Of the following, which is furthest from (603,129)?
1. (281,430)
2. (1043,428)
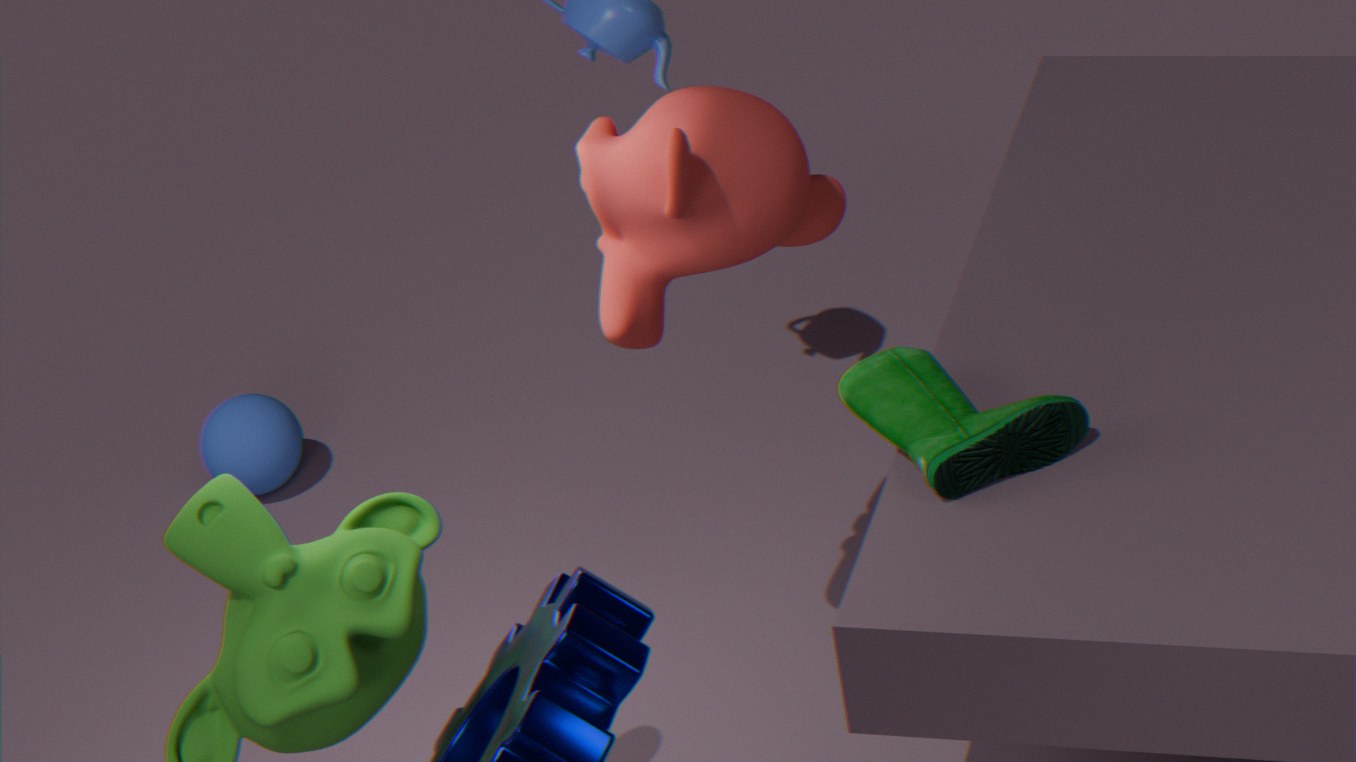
(281,430)
